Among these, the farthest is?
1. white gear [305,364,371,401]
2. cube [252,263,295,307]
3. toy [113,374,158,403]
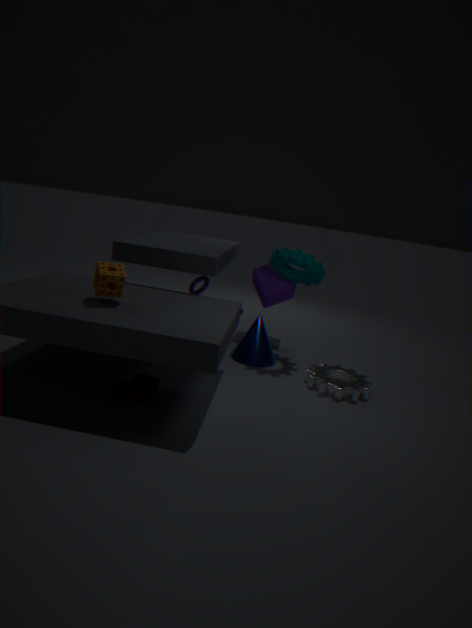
cube [252,263,295,307]
